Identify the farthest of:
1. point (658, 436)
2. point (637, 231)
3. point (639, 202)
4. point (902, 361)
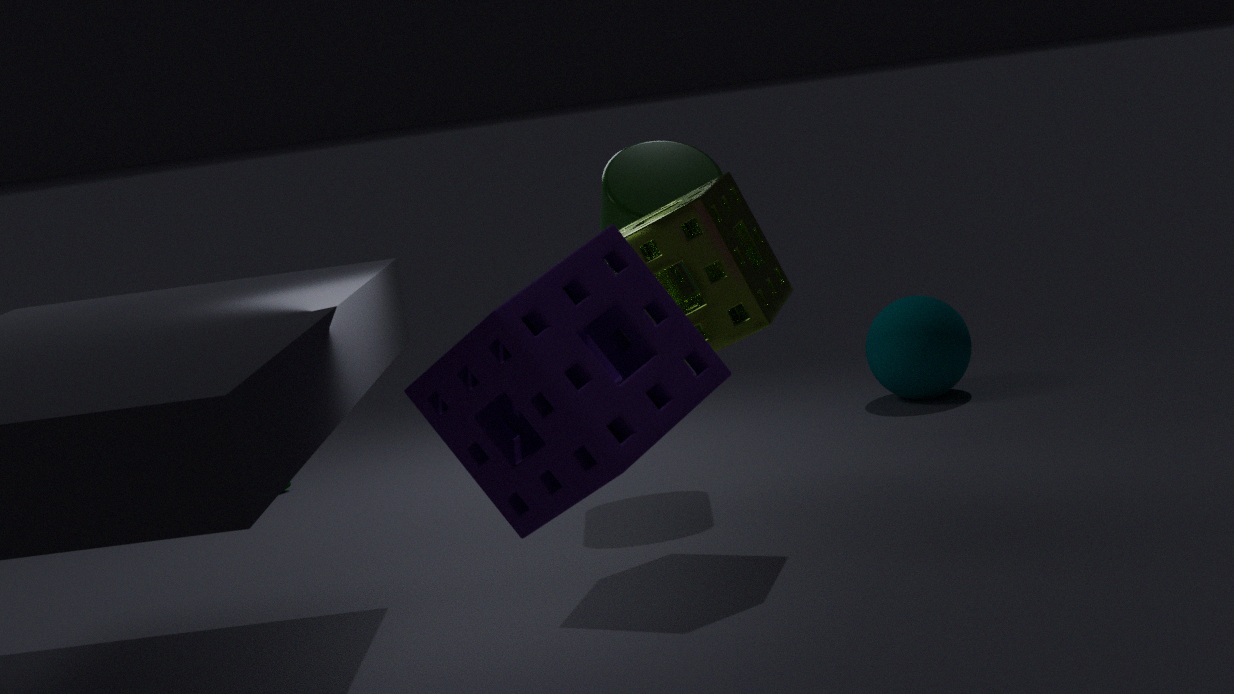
point (902, 361)
